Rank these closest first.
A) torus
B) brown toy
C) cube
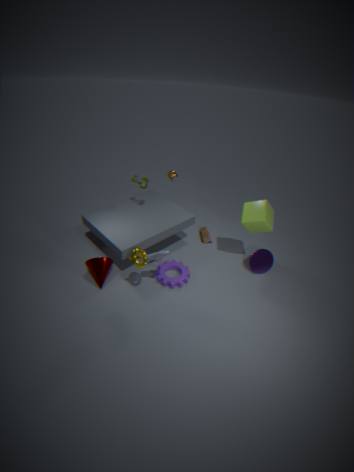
torus → cube → brown toy
